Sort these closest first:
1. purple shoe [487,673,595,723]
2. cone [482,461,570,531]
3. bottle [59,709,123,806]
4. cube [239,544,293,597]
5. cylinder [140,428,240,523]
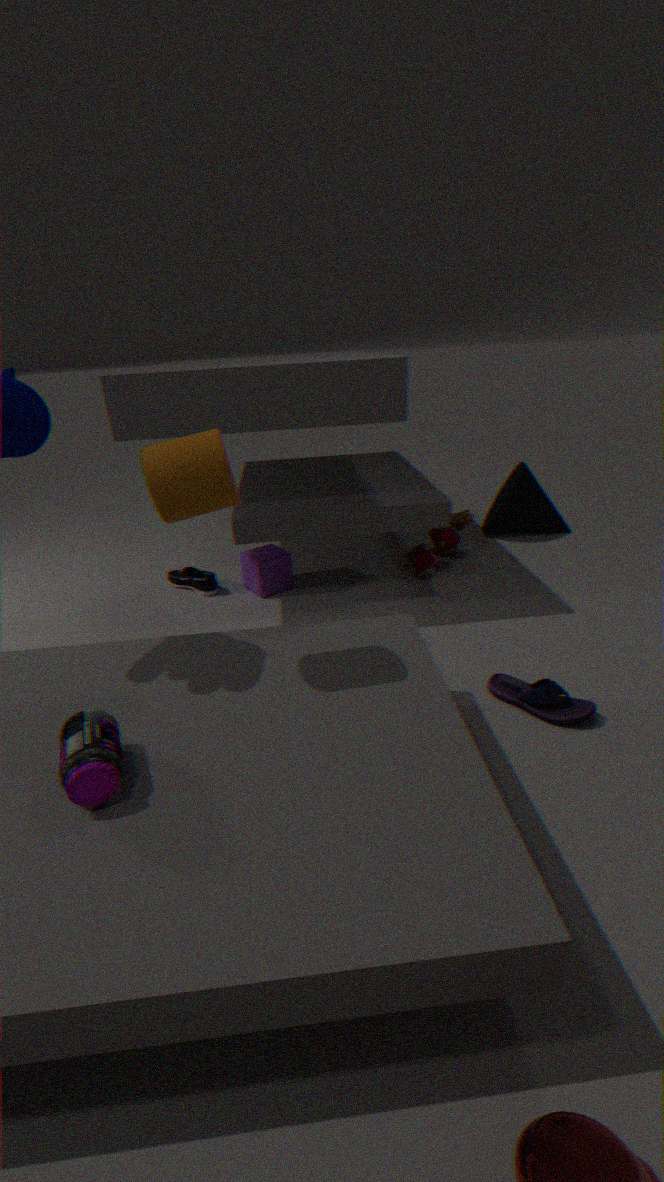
bottle [59,709,123,806] < cylinder [140,428,240,523] < purple shoe [487,673,595,723] < cube [239,544,293,597] < cone [482,461,570,531]
